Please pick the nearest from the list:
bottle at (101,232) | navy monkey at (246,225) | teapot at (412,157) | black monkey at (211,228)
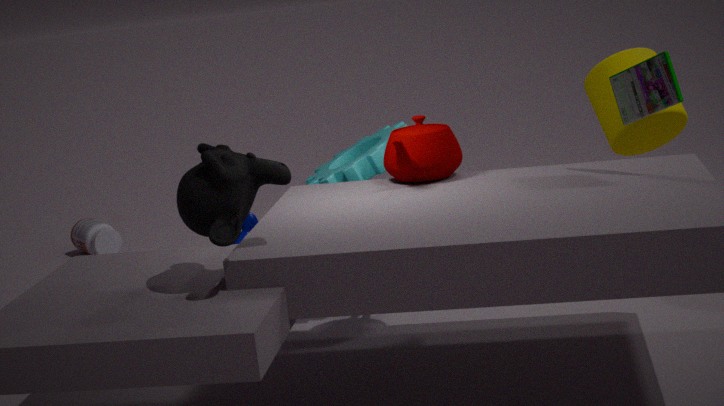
black monkey at (211,228)
